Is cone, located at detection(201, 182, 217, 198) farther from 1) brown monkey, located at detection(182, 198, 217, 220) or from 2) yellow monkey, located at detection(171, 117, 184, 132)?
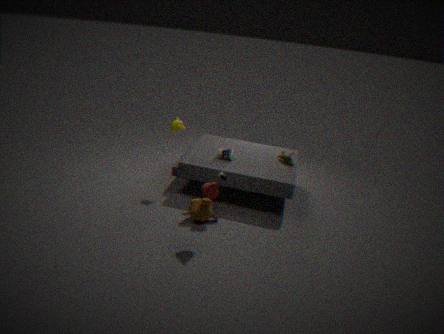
2) yellow monkey, located at detection(171, 117, 184, 132)
